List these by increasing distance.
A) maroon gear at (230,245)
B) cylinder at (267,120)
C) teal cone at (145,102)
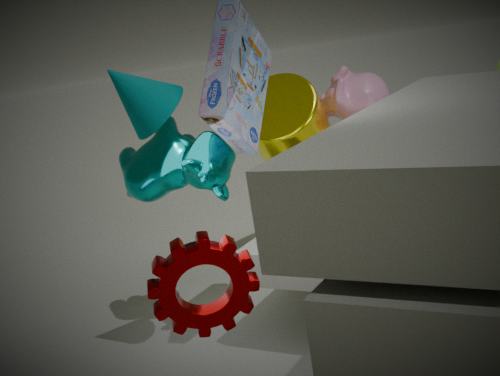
maroon gear at (230,245) → teal cone at (145,102) → cylinder at (267,120)
